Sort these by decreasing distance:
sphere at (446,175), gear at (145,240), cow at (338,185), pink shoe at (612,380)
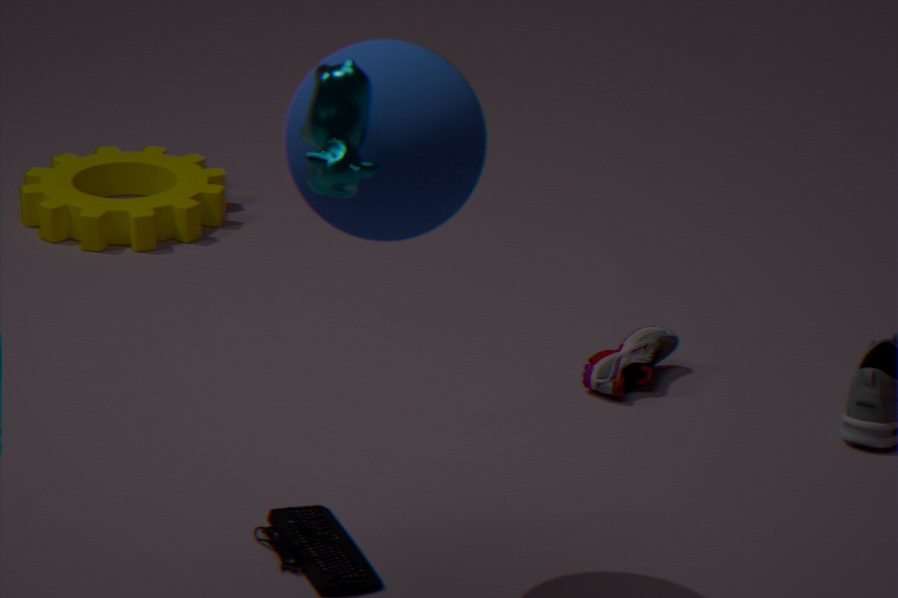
1. gear at (145,240)
2. pink shoe at (612,380)
3. sphere at (446,175)
4. cow at (338,185)
